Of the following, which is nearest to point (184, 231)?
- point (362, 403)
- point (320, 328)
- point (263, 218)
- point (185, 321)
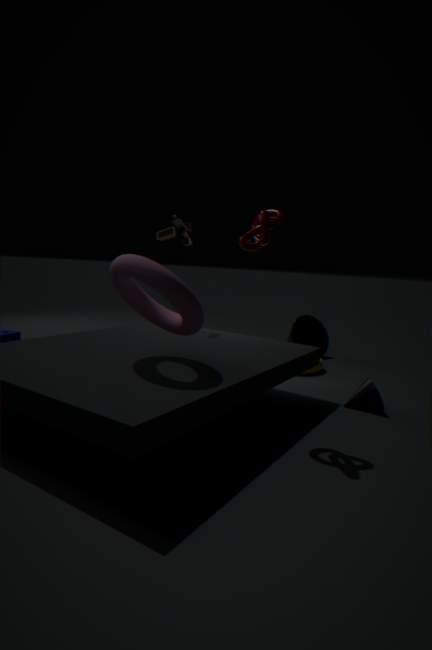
point (263, 218)
